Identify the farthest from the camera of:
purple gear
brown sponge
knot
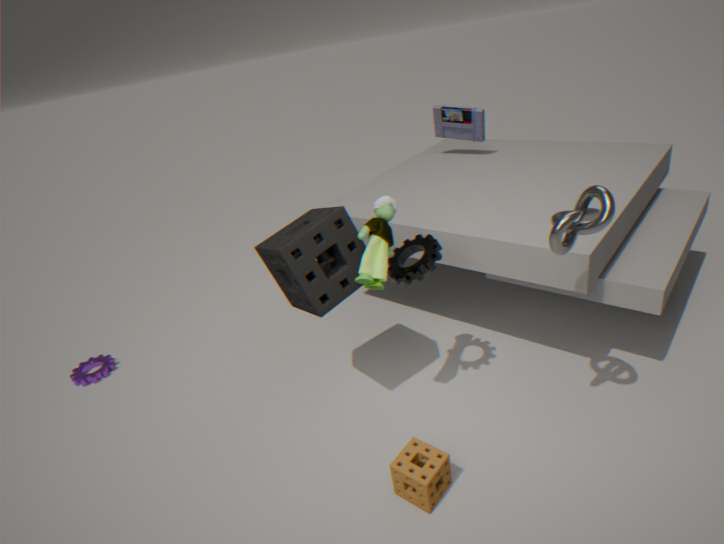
purple gear
